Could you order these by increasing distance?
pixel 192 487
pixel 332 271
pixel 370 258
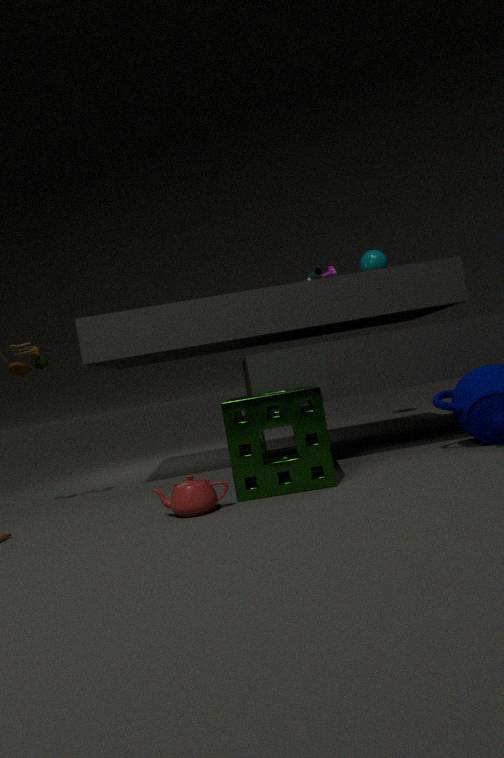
pixel 192 487
pixel 332 271
pixel 370 258
